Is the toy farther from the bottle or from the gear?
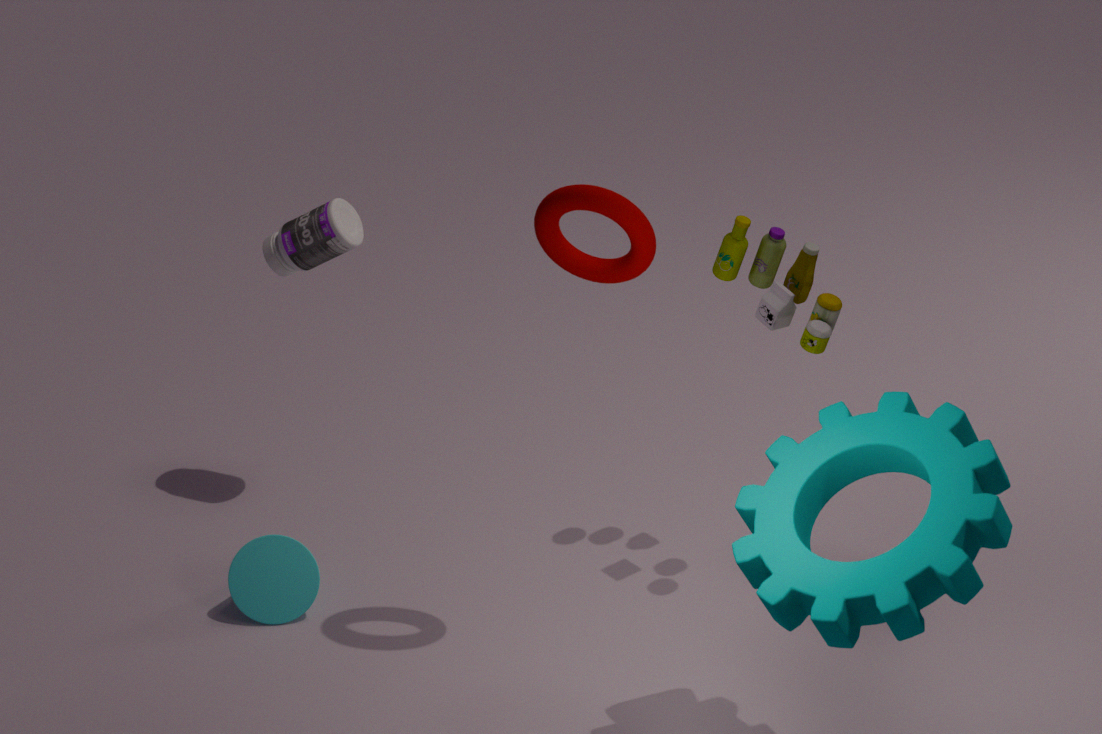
the bottle
